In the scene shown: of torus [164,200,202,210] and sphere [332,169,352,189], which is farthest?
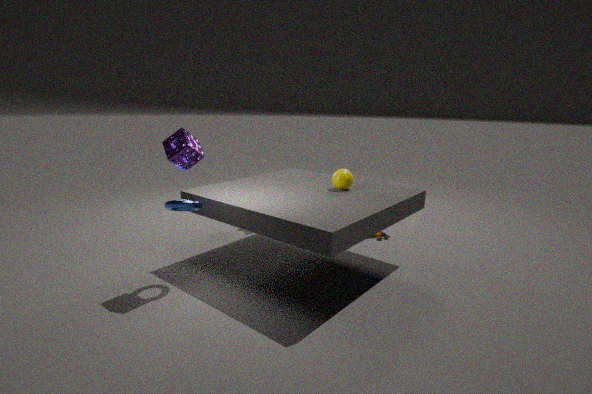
sphere [332,169,352,189]
